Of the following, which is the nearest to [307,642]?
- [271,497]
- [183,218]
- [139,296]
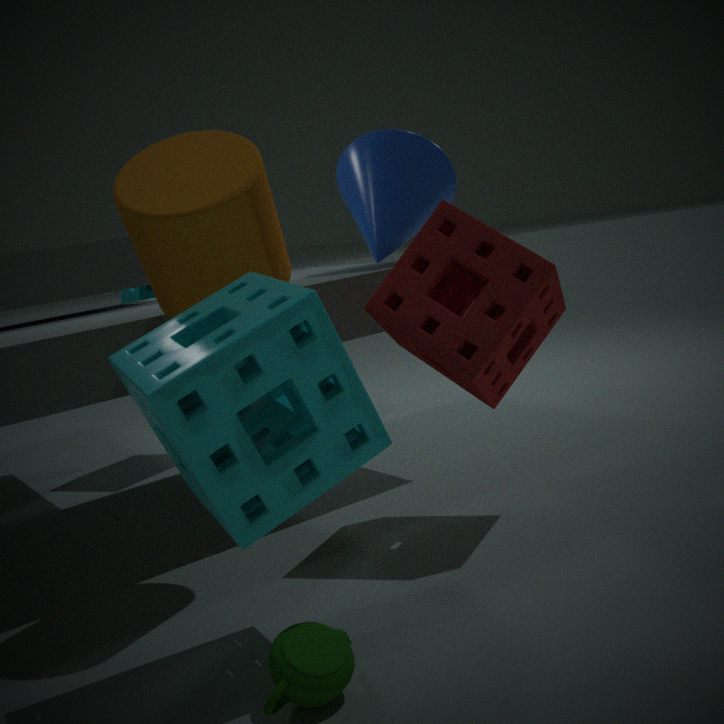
[271,497]
